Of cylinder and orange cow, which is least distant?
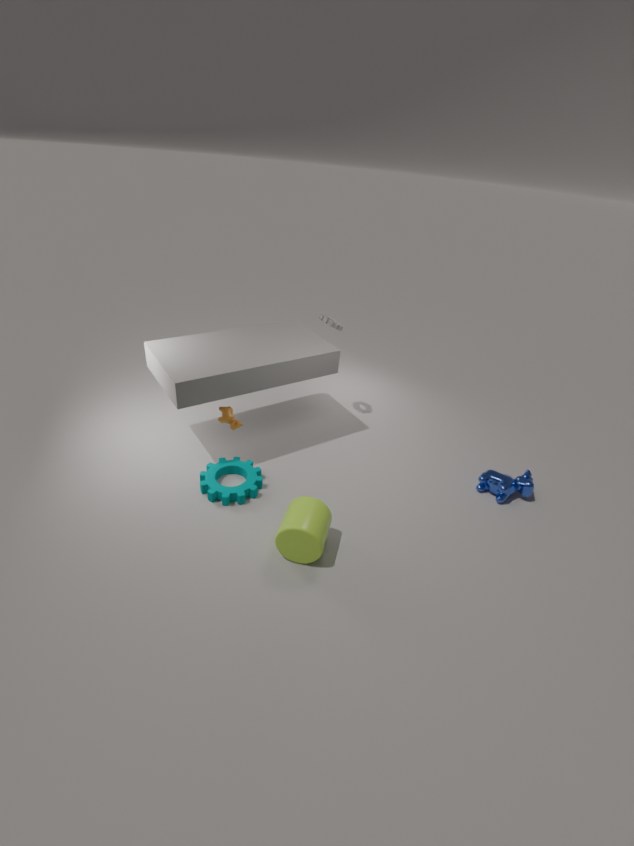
cylinder
